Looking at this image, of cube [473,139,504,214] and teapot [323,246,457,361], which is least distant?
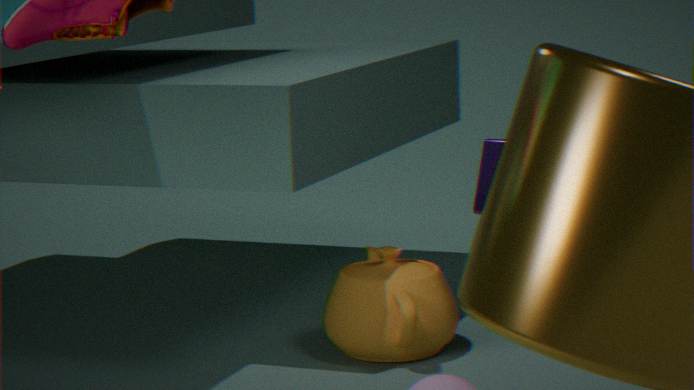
cube [473,139,504,214]
